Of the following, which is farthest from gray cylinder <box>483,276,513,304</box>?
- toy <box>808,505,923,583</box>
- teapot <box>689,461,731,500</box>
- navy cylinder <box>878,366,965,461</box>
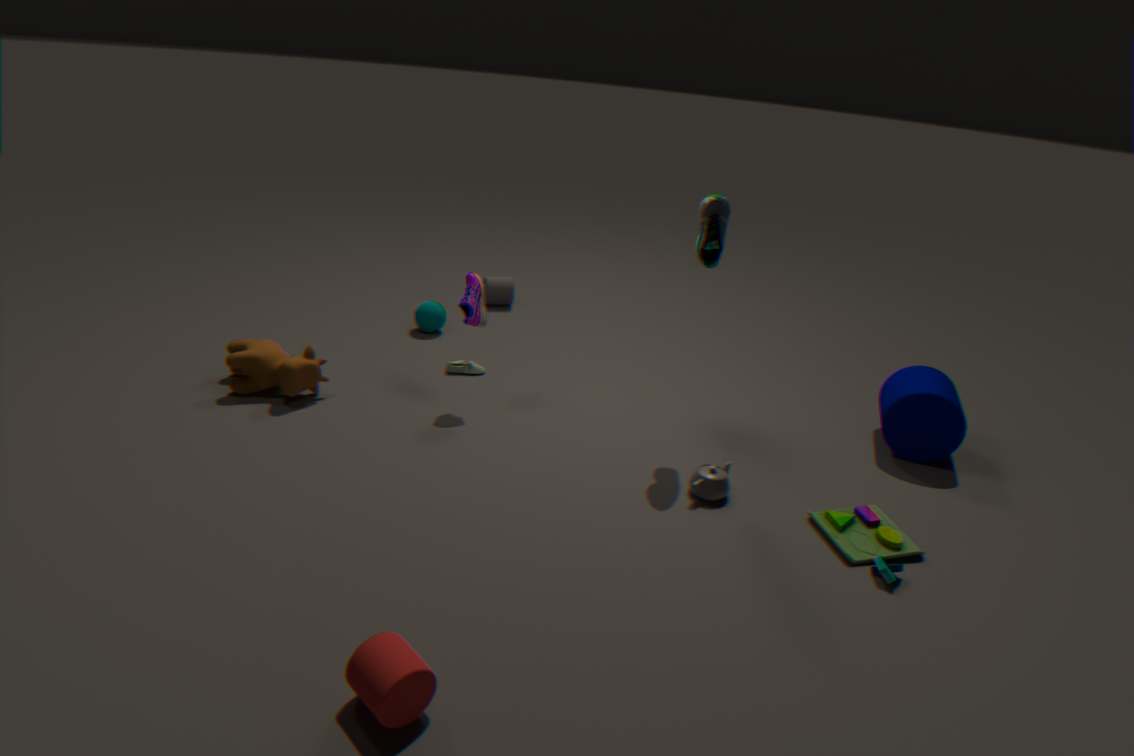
toy <box>808,505,923,583</box>
